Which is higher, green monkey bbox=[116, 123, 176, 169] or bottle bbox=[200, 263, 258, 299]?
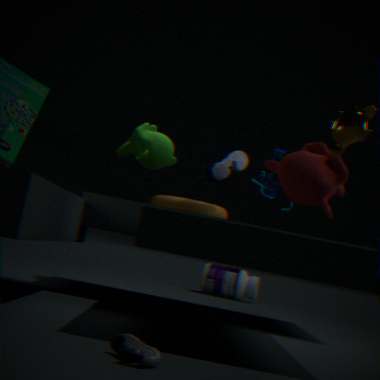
green monkey bbox=[116, 123, 176, 169]
